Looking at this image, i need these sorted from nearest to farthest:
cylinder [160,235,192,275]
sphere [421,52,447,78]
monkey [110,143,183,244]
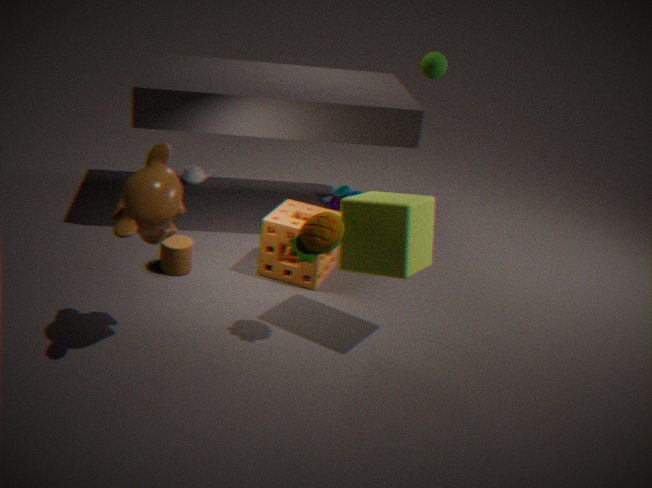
monkey [110,143,183,244]
cylinder [160,235,192,275]
sphere [421,52,447,78]
